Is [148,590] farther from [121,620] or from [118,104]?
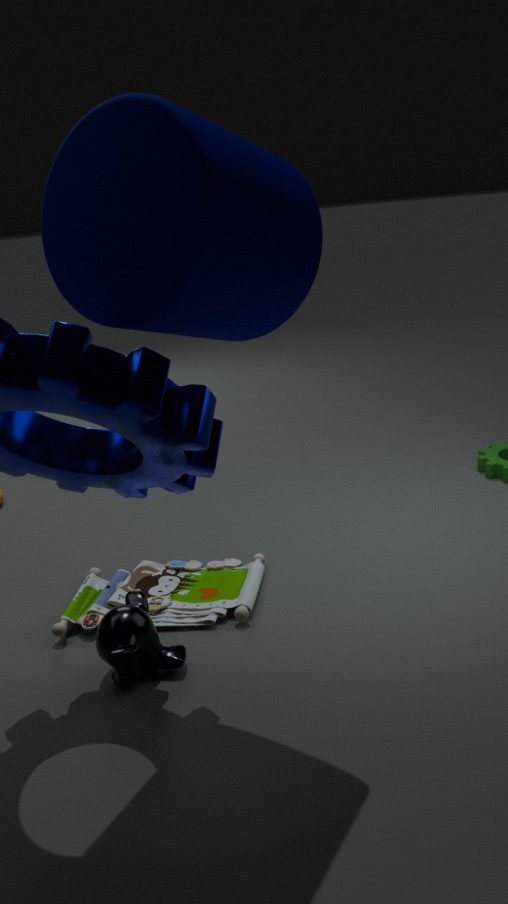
[118,104]
